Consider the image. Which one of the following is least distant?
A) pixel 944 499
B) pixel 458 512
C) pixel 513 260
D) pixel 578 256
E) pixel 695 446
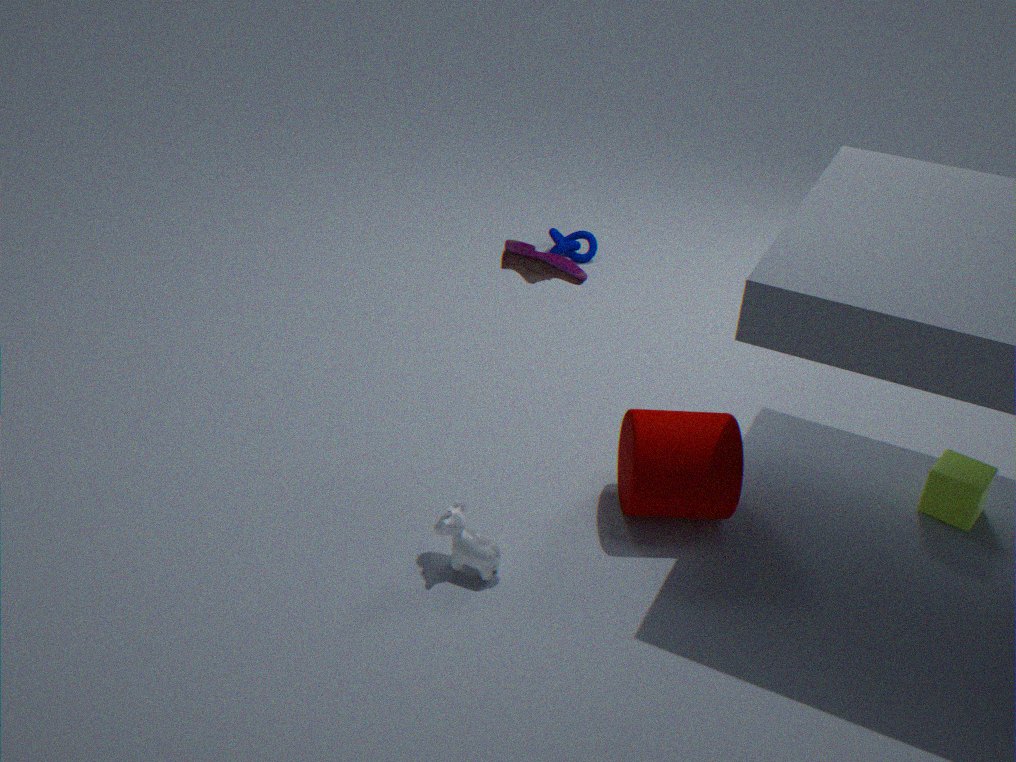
pixel 513 260
